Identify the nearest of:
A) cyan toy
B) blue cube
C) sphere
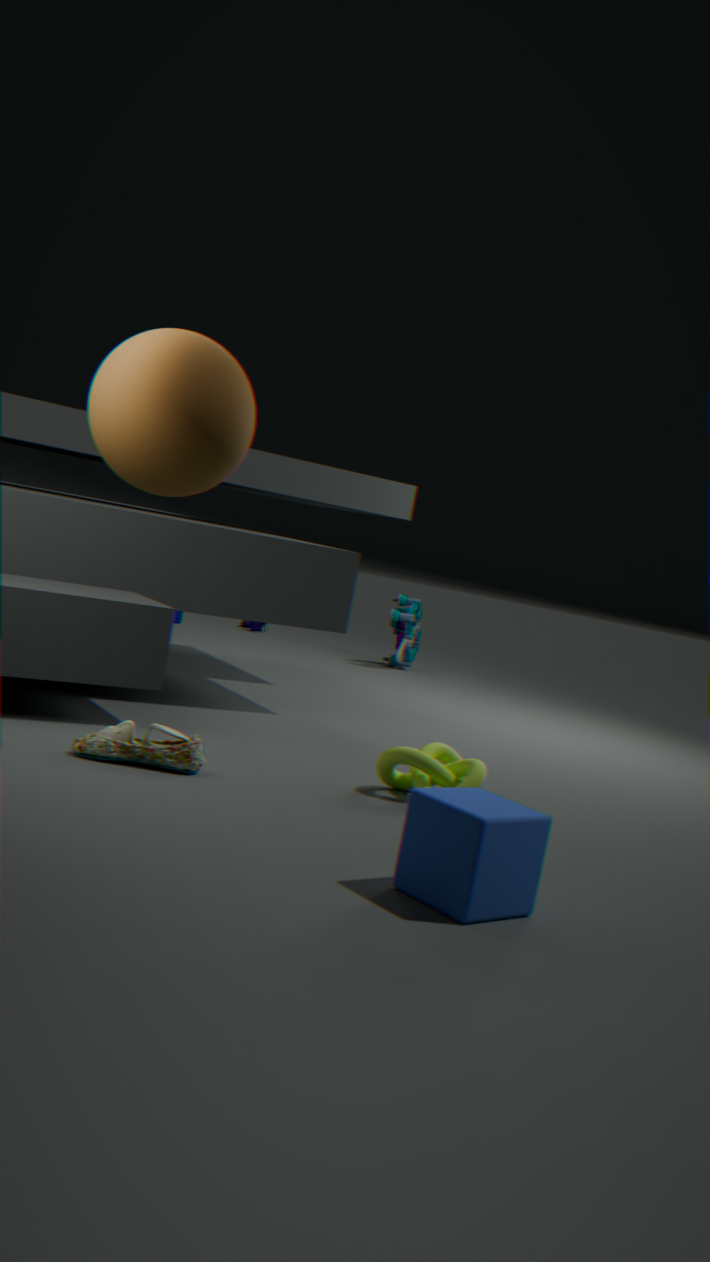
blue cube
